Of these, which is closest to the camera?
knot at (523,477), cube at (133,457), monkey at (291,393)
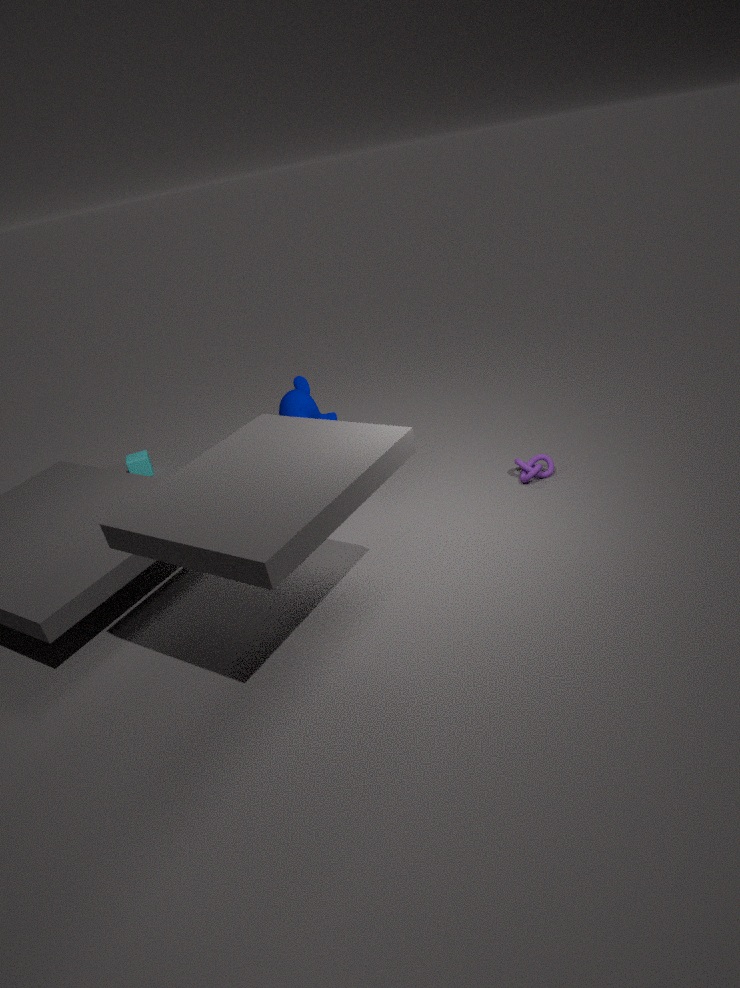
monkey at (291,393)
